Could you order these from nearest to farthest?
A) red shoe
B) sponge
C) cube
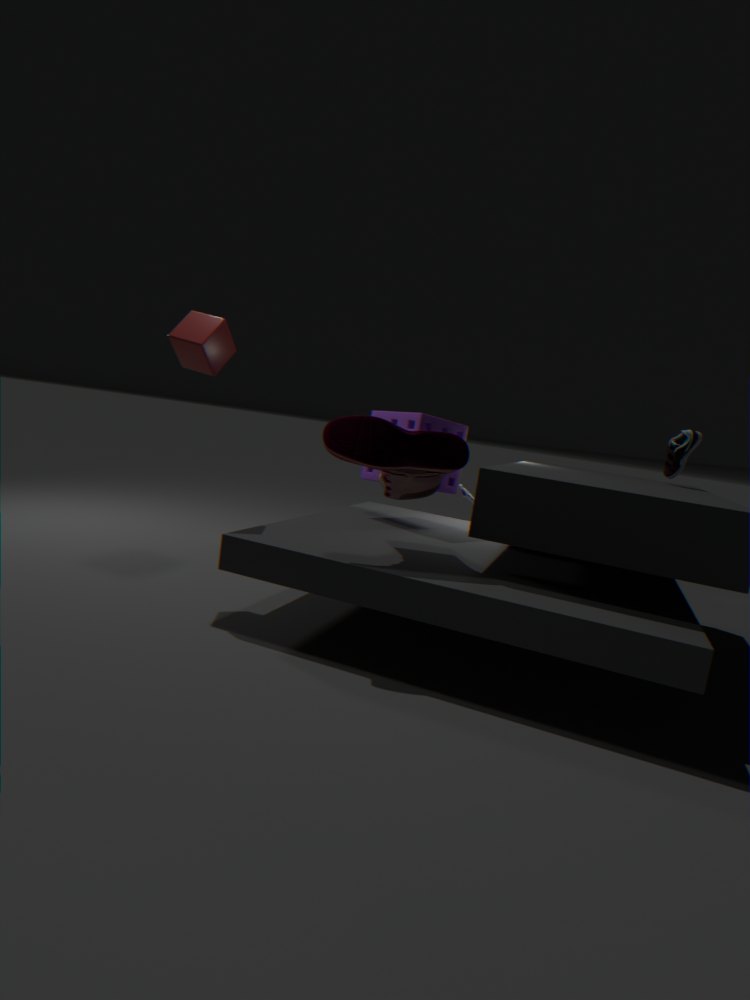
red shoe → cube → sponge
